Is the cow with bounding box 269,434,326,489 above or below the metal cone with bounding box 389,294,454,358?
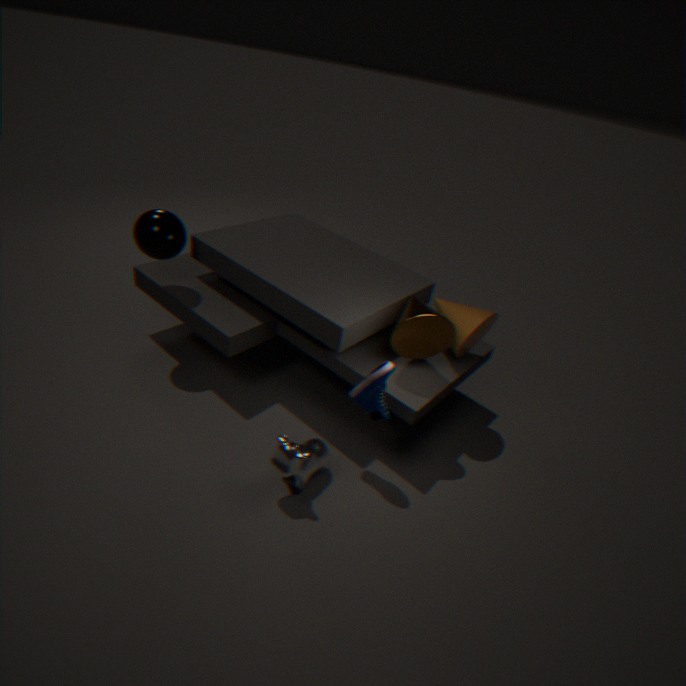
below
